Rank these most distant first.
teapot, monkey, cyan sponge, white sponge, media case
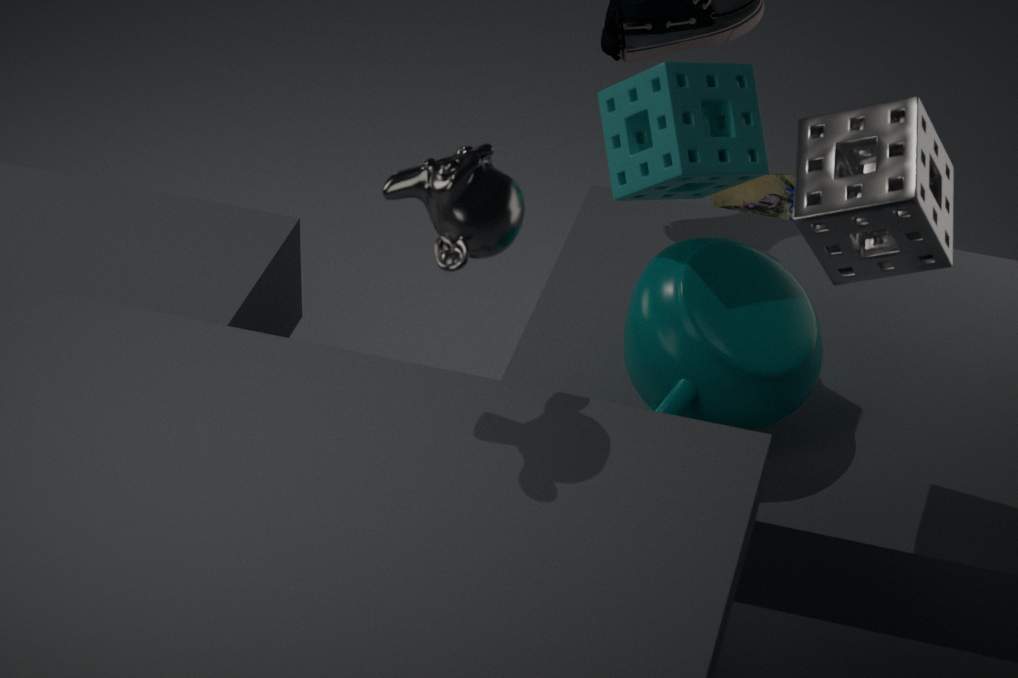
media case → cyan sponge → teapot → white sponge → monkey
